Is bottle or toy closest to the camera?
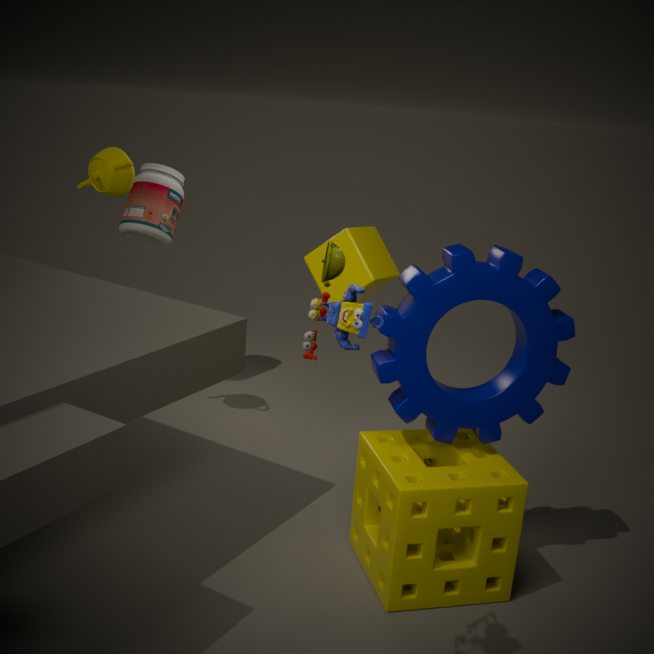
toy
